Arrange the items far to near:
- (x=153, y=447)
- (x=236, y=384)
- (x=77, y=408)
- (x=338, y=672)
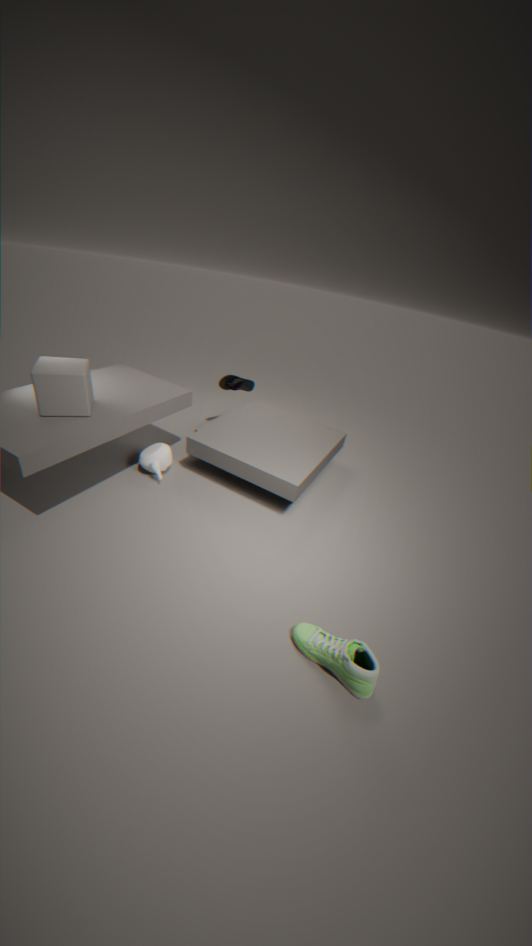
(x=236, y=384) → (x=153, y=447) → (x=77, y=408) → (x=338, y=672)
